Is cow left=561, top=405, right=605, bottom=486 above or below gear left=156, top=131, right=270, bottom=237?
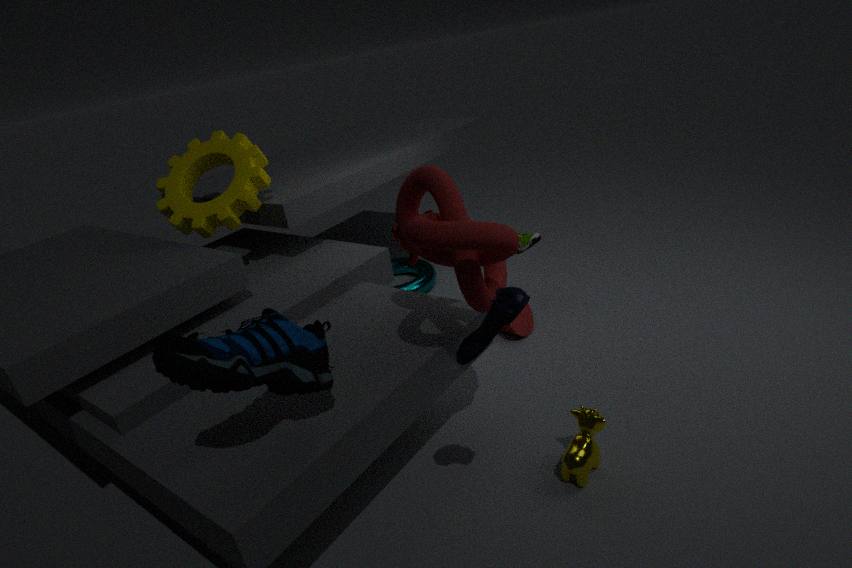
below
